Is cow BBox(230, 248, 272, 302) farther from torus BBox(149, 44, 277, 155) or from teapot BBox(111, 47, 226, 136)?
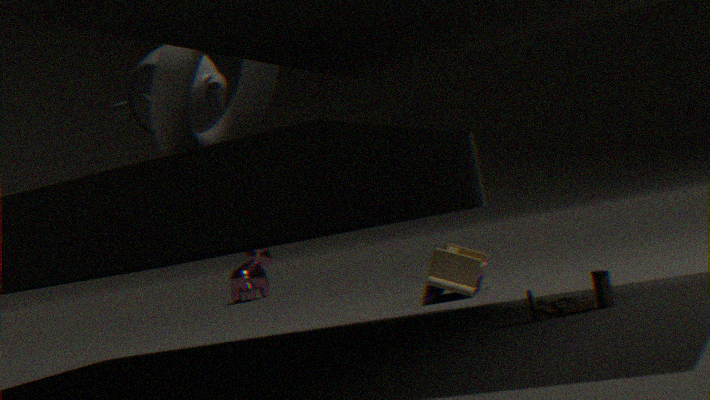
torus BBox(149, 44, 277, 155)
